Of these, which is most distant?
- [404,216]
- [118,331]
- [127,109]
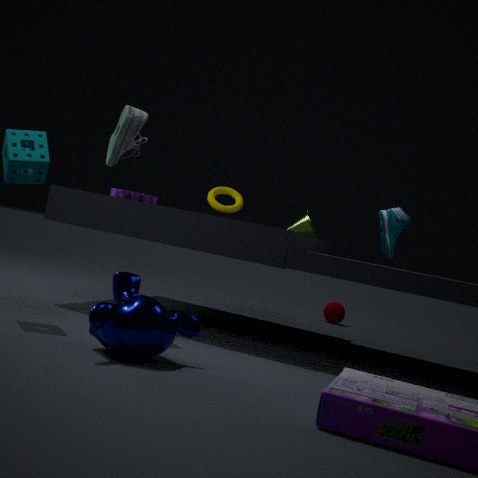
[404,216]
